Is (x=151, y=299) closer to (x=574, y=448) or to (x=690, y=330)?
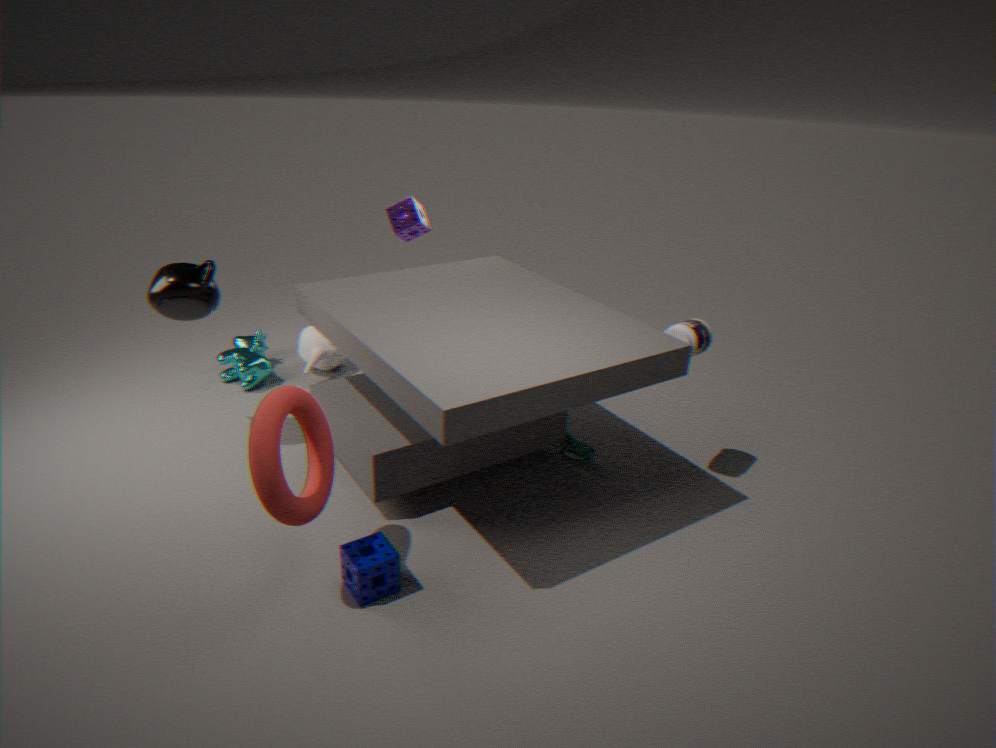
(x=574, y=448)
